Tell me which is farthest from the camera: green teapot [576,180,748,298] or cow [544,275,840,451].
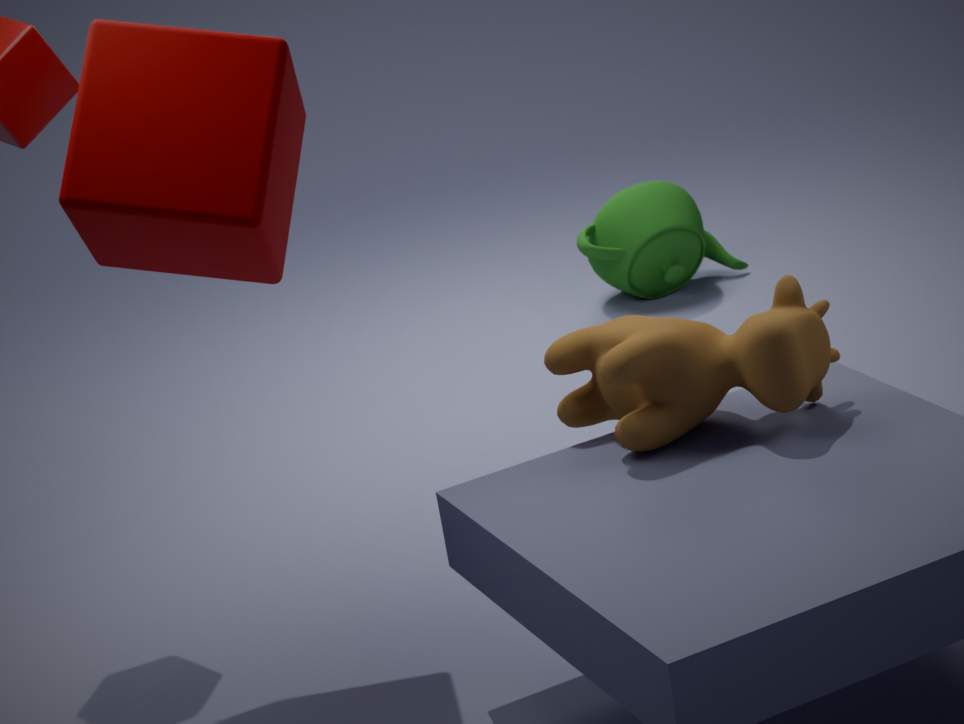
green teapot [576,180,748,298]
